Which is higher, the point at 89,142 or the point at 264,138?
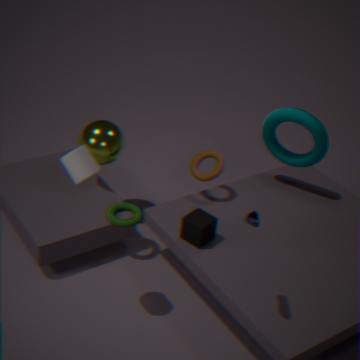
the point at 264,138
